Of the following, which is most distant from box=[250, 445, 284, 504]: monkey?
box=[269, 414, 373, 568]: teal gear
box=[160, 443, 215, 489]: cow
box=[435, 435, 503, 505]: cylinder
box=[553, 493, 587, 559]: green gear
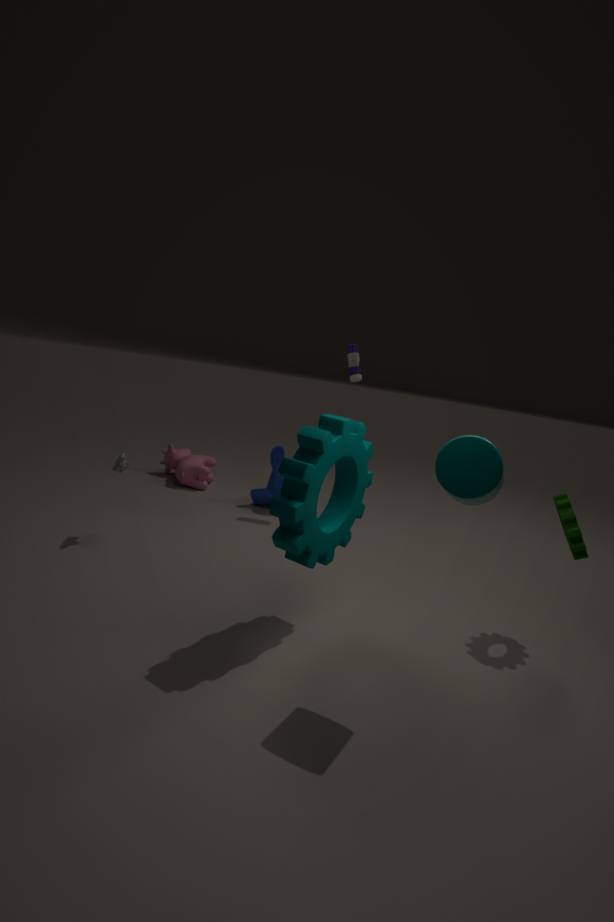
box=[435, 435, 503, 505]: cylinder
